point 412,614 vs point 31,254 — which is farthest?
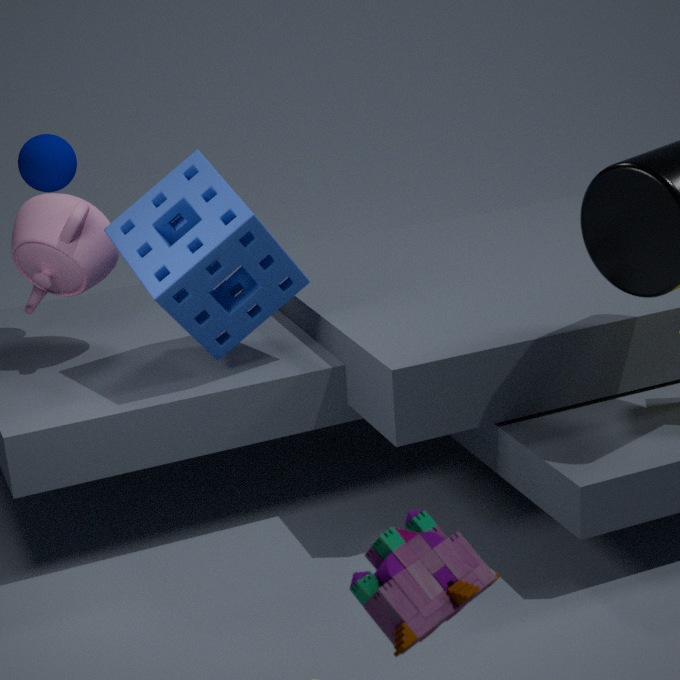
point 31,254
